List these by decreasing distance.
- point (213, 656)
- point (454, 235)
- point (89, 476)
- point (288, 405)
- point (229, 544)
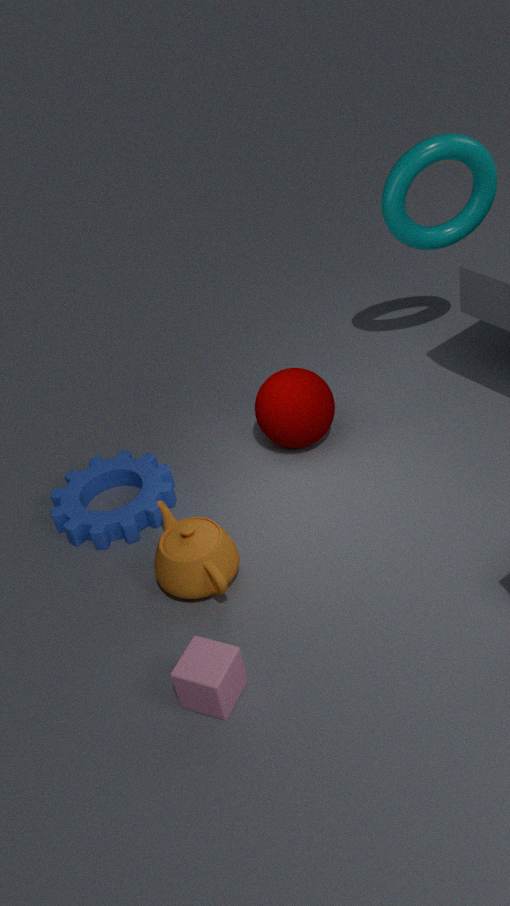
point (454, 235), point (89, 476), point (288, 405), point (229, 544), point (213, 656)
